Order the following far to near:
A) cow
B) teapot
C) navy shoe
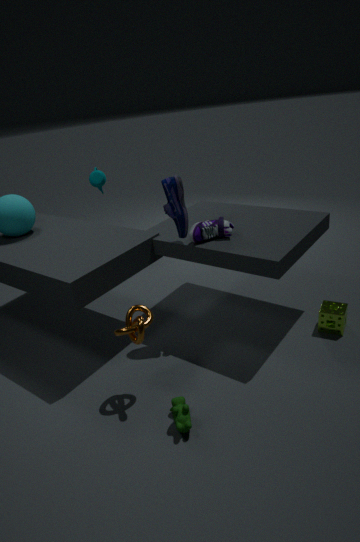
B. teapot
C. navy shoe
A. cow
